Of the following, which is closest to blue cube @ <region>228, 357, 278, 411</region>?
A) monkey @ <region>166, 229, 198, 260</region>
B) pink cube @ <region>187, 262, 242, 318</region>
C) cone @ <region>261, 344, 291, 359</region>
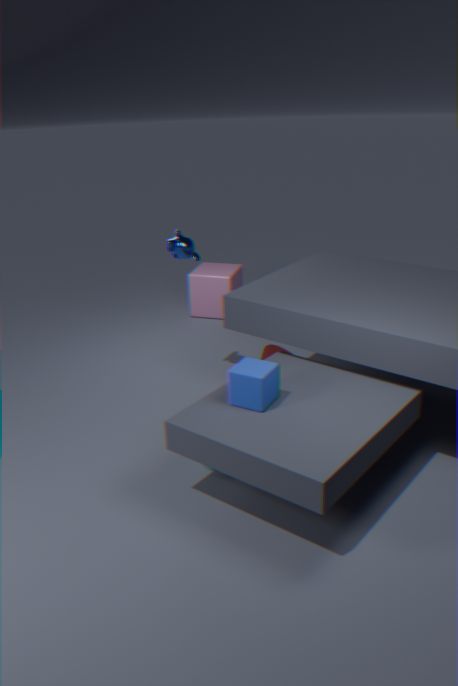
cone @ <region>261, 344, 291, 359</region>
